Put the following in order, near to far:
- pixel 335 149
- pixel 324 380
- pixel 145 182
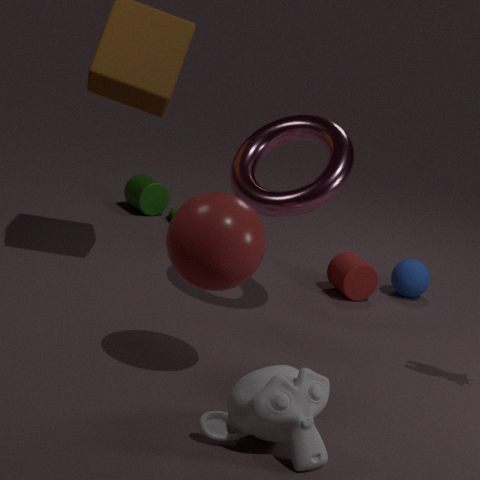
pixel 324 380, pixel 335 149, pixel 145 182
